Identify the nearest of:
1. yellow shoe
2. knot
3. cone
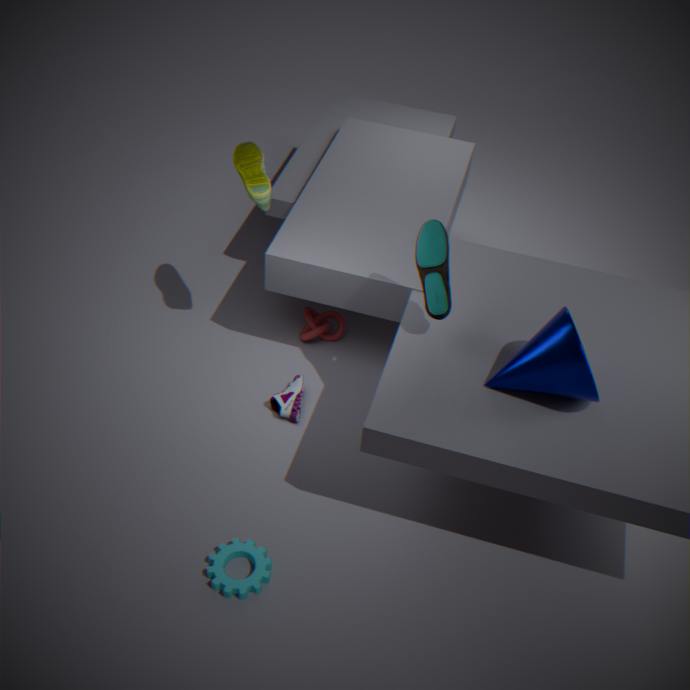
cone
